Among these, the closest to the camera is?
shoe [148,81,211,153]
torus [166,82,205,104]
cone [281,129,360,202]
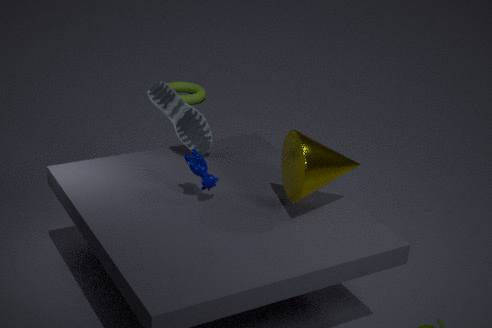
cone [281,129,360,202]
